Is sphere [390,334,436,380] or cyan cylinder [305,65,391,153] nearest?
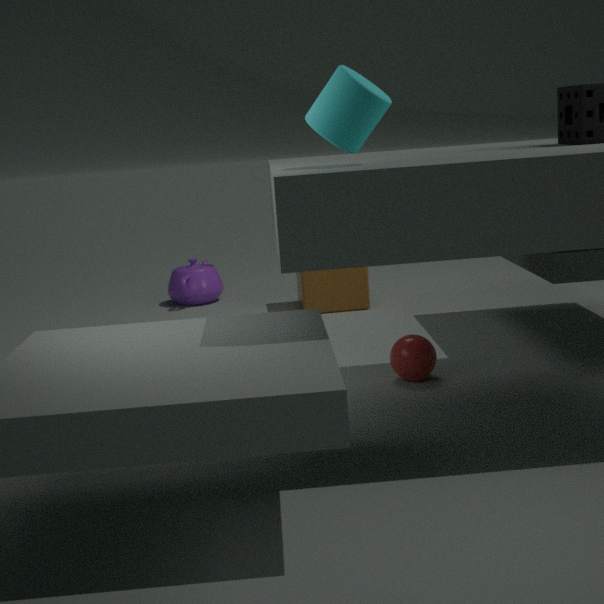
cyan cylinder [305,65,391,153]
